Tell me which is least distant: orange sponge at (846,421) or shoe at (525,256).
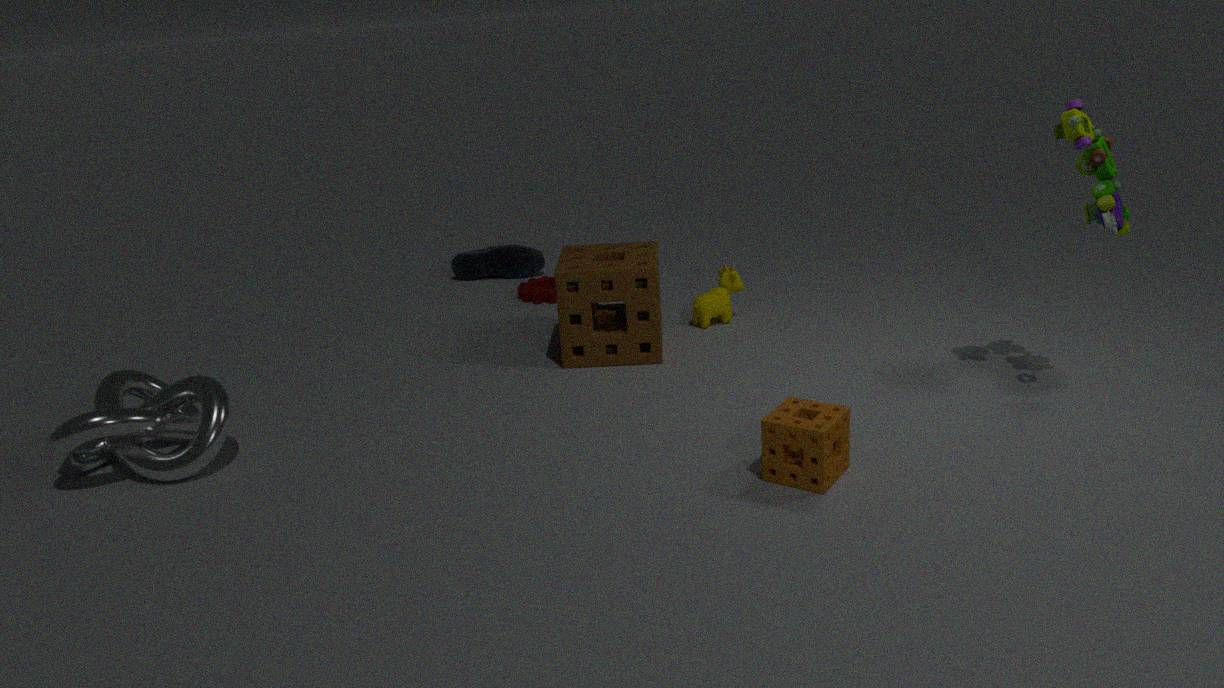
orange sponge at (846,421)
